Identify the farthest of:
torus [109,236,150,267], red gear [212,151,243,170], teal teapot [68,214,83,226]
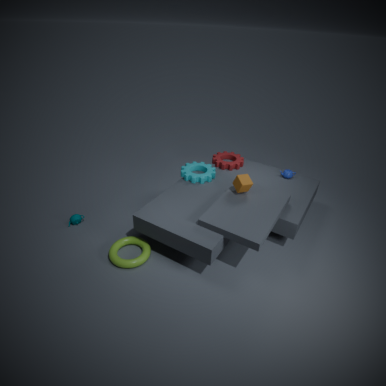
red gear [212,151,243,170]
